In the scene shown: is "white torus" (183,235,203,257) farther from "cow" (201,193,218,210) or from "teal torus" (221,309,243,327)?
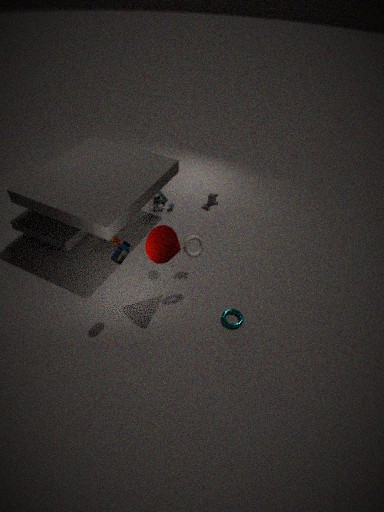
"teal torus" (221,309,243,327)
